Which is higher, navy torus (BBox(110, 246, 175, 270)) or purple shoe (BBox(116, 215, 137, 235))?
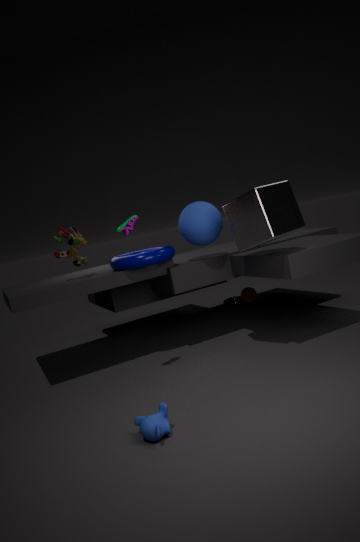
purple shoe (BBox(116, 215, 137, 235))
